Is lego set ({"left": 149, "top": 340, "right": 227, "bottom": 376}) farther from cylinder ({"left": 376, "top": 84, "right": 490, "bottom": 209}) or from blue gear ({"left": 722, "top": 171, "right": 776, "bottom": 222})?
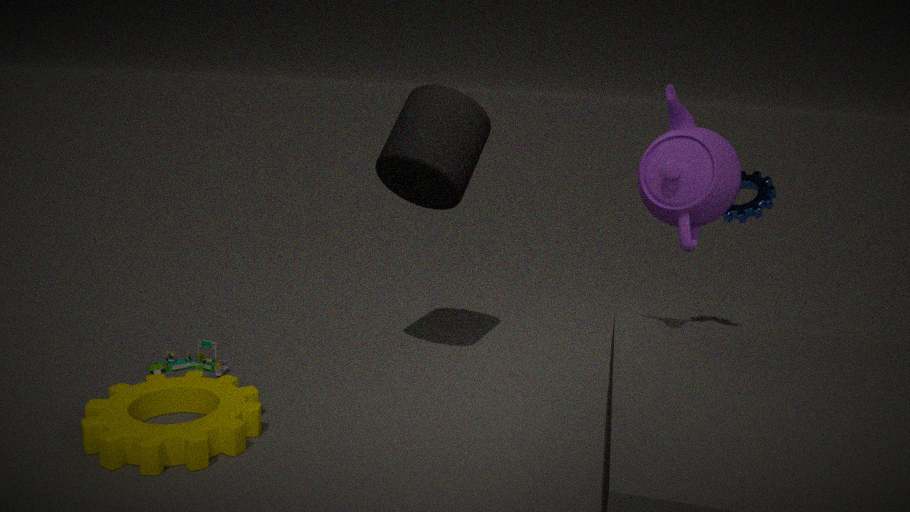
blue gear ({"left": 722, "top": 171, "right": 776, "bottom": 222})
